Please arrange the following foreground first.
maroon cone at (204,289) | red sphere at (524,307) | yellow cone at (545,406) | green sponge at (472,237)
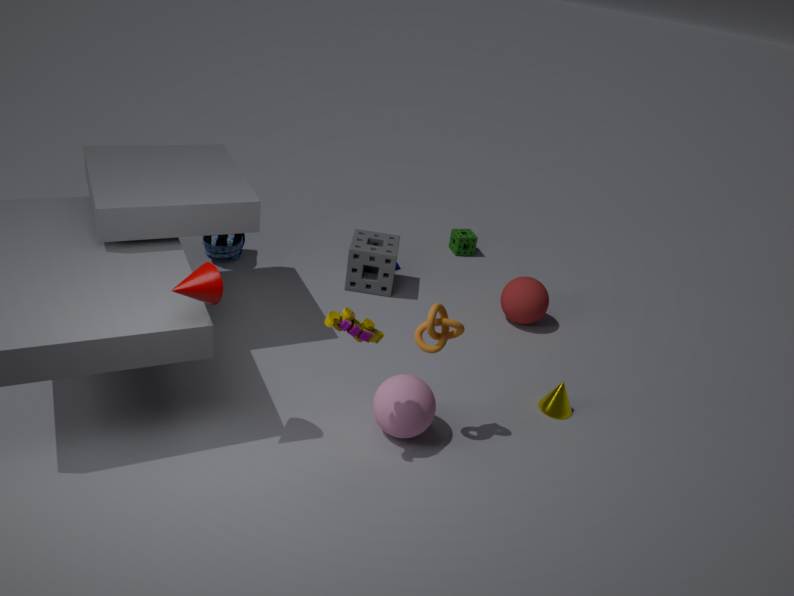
1. maroon cone at (204,289)
2. yellow cone at (545,406)
3. red sphere at (524,307)
4. green sponge at (472,237)
